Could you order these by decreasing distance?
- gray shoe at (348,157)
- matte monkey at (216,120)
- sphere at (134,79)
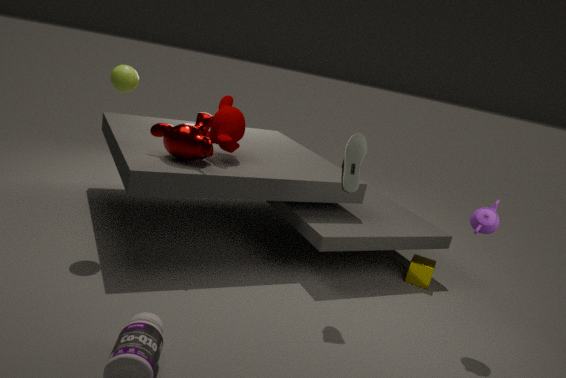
matte monkey at (216,120), sphere at (134,79), gray shoe at (348,157)
